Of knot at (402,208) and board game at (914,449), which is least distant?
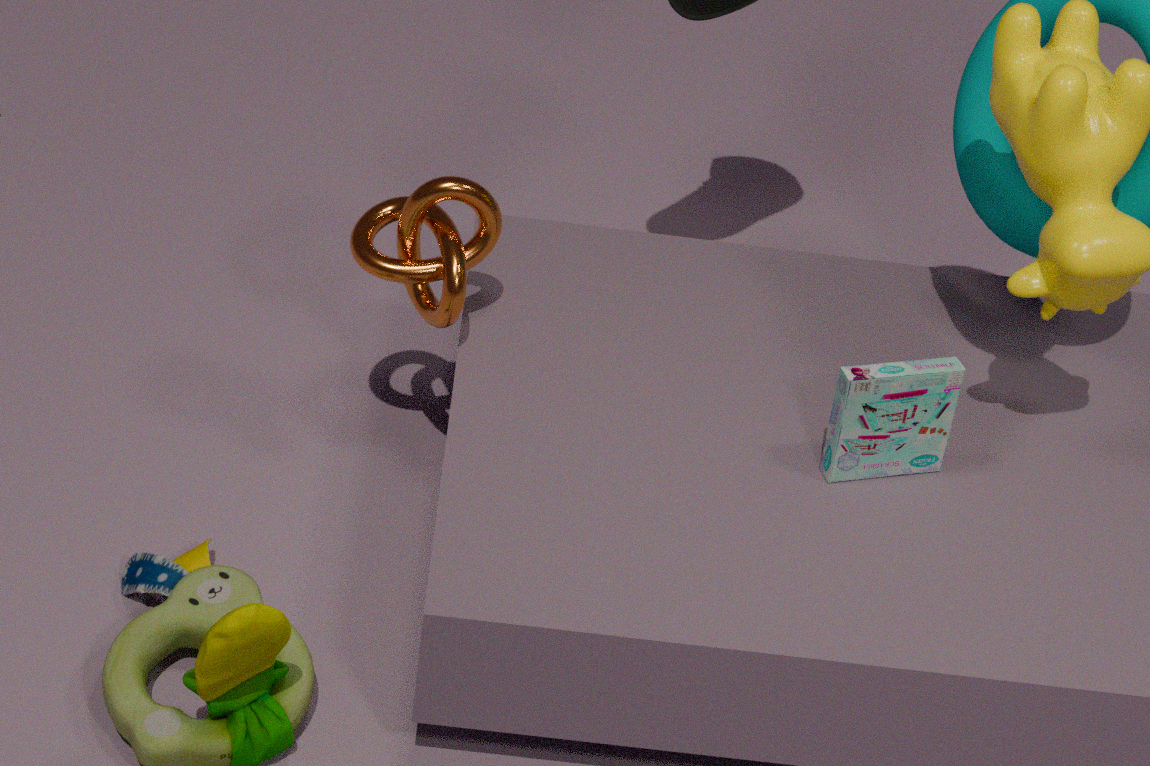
board game at (914,449)
